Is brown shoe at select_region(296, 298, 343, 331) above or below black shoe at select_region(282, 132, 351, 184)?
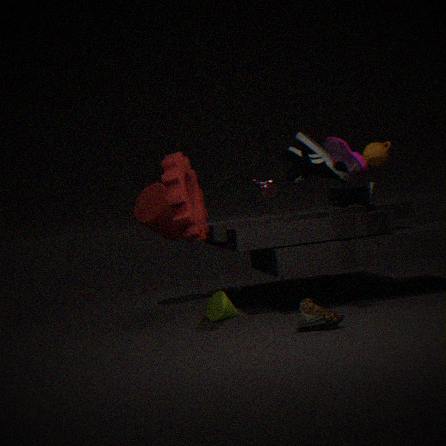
below
